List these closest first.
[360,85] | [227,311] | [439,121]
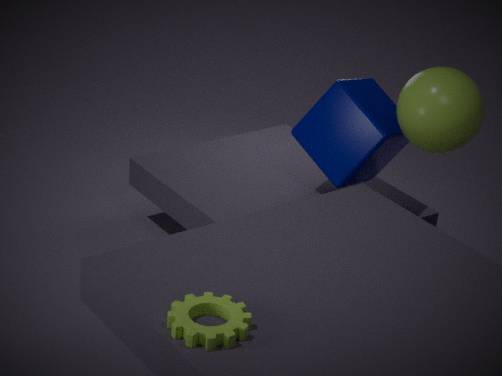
[227,311] → [439,121] → [360,85]
